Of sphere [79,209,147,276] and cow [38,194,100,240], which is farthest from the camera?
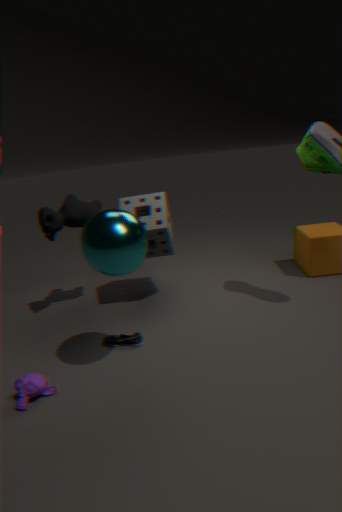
cow [38,194,100,240]
